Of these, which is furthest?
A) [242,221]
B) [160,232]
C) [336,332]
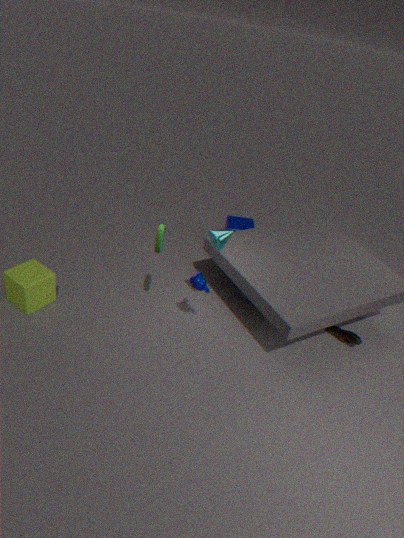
A. [242,221]
